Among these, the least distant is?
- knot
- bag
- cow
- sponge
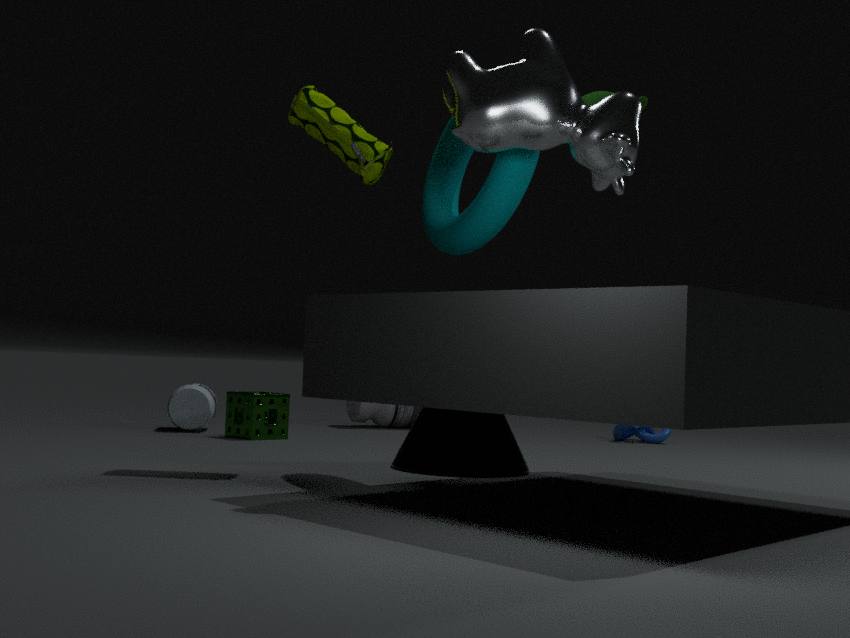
cow
